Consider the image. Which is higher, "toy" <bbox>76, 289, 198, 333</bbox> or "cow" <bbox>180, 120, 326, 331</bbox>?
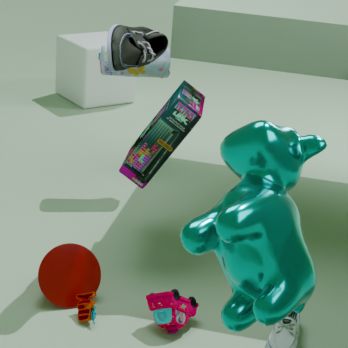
"cow" <bbox>180, 120, 326, 331</bbox>
